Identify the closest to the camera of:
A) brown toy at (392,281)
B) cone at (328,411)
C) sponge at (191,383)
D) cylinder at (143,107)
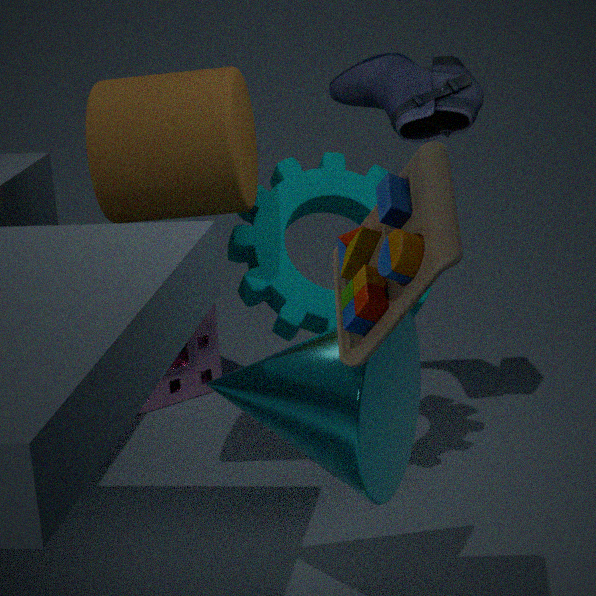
brown toy at (392,281)
